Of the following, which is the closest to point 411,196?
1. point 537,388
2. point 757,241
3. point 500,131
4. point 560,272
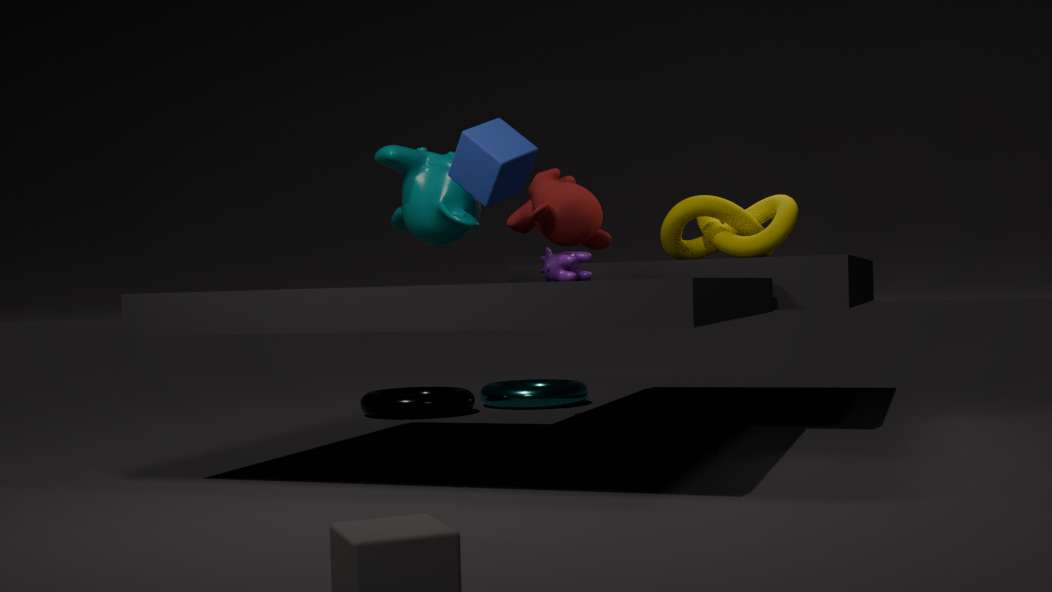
point 500,131
